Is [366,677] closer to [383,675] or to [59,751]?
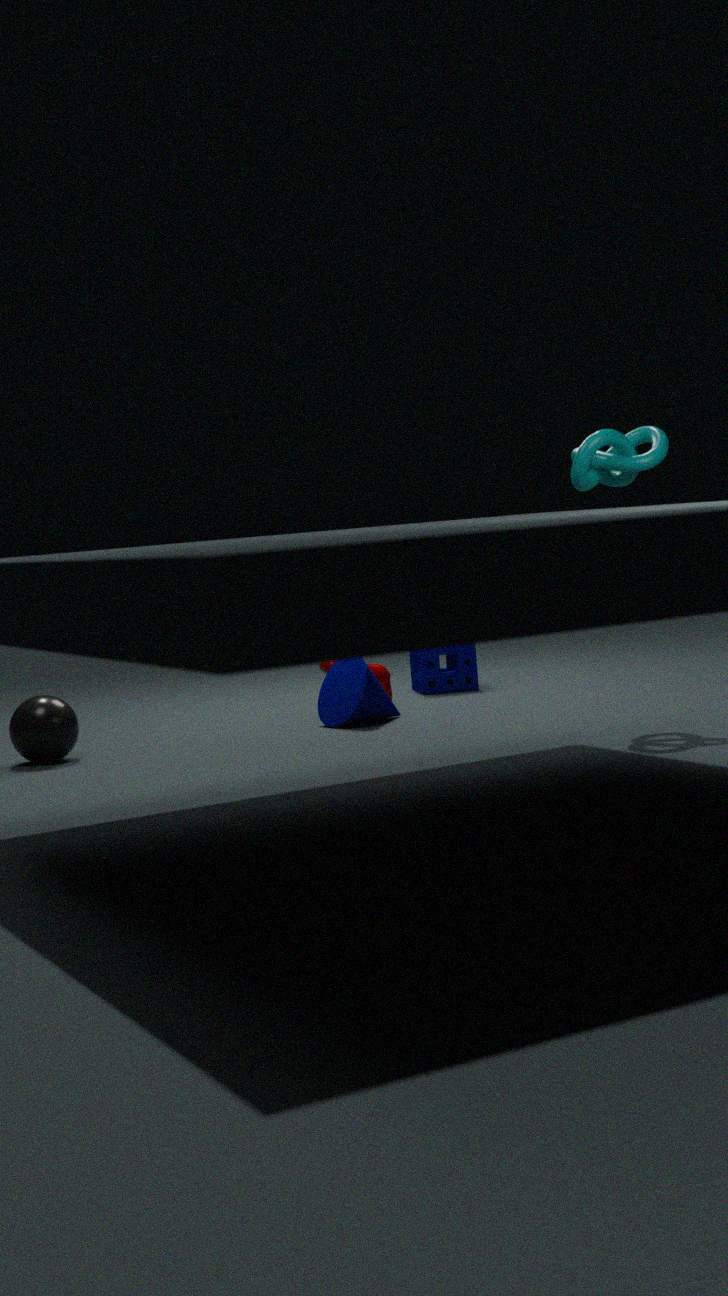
[383,675]
